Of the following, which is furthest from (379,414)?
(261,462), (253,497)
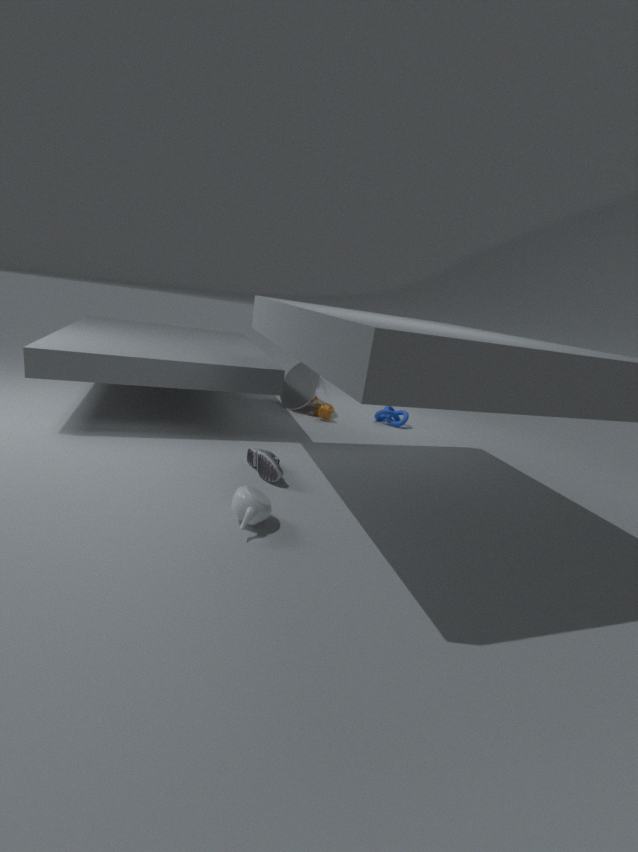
(253,497)
